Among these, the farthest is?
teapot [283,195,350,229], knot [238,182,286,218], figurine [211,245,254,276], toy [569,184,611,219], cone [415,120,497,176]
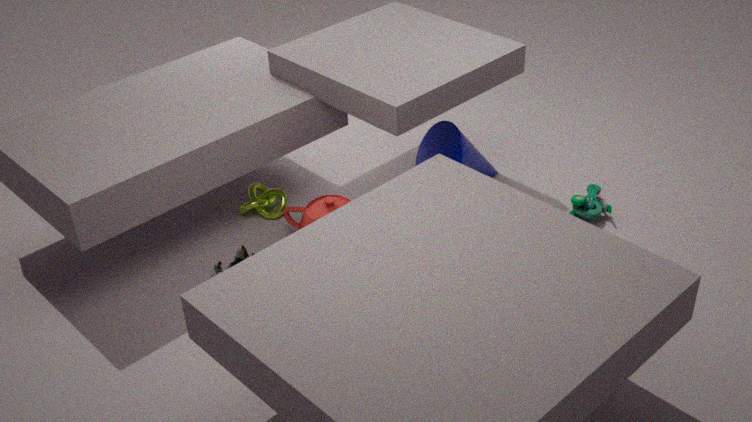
knot [238,182,286,218]
